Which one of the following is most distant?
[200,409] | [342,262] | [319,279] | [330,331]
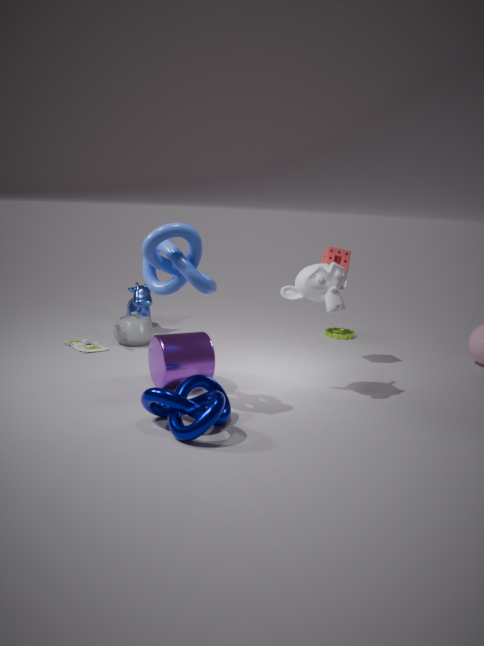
[330,331]
